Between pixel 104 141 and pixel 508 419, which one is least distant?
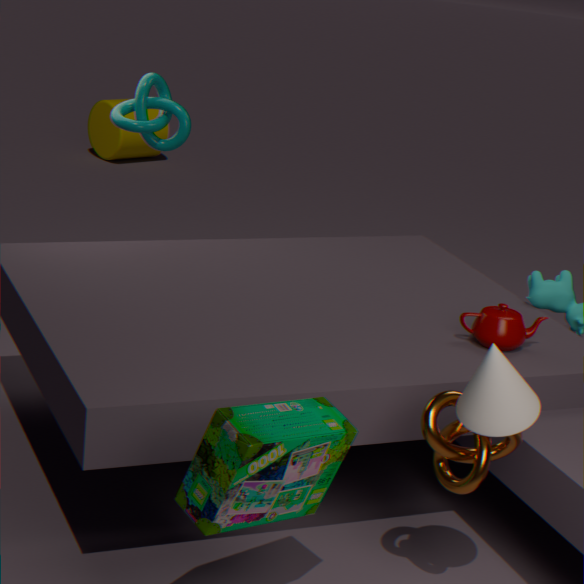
pixel 508 419
